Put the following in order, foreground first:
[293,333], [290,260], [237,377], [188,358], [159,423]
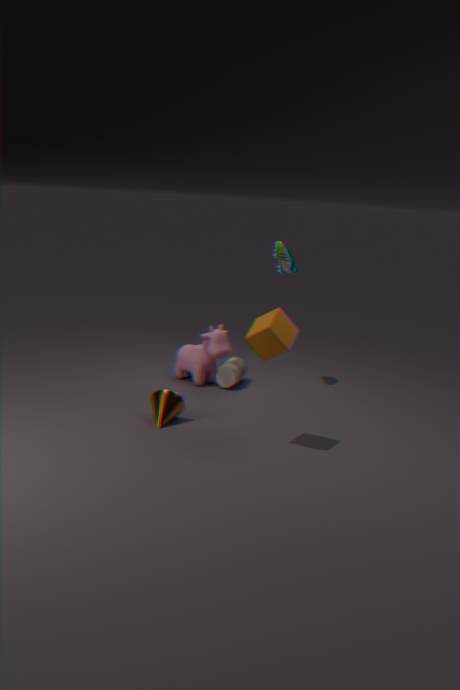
1. [293,333]
2. [159,423]
3. [290,260]
4. [188,358]
5. [237,377]
